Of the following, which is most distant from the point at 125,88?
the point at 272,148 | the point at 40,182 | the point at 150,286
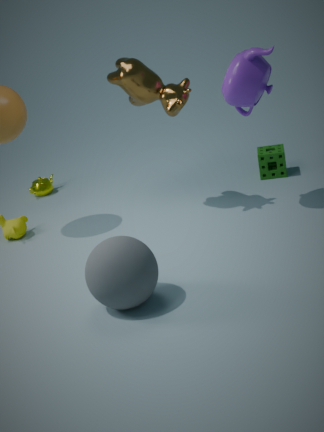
the point at 40,182
